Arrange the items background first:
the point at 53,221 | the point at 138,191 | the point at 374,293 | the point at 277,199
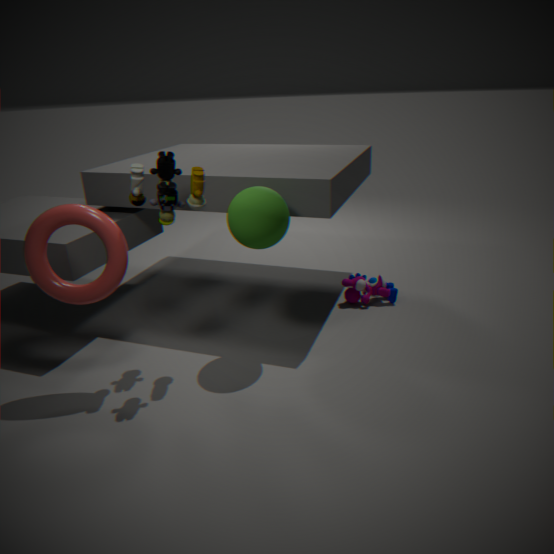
1. the point at 374,293
2. the point at 277,199
3. the point at 138,191
4. the point at 53,221
